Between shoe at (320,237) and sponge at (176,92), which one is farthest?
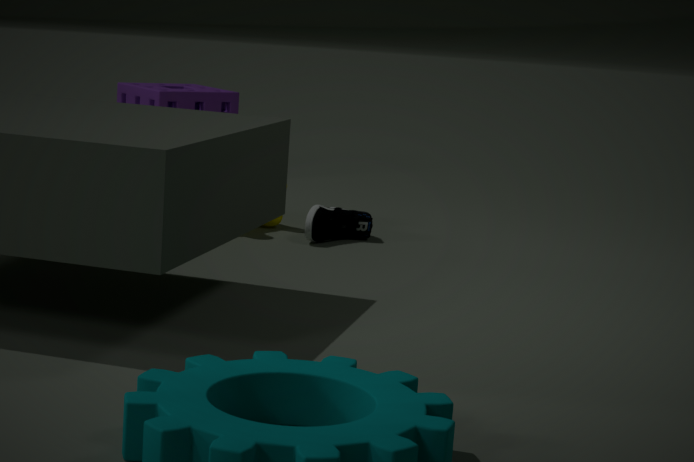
sponge at (176,92)
